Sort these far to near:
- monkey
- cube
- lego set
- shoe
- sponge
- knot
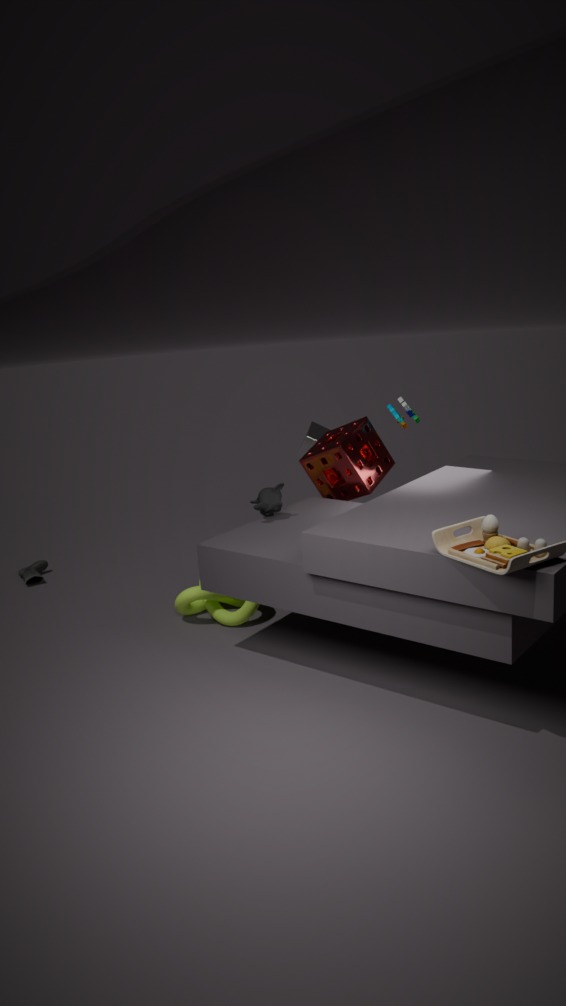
1. shoe
2. cube
3. lego set
4. sponge
5. knot
6. monkey
